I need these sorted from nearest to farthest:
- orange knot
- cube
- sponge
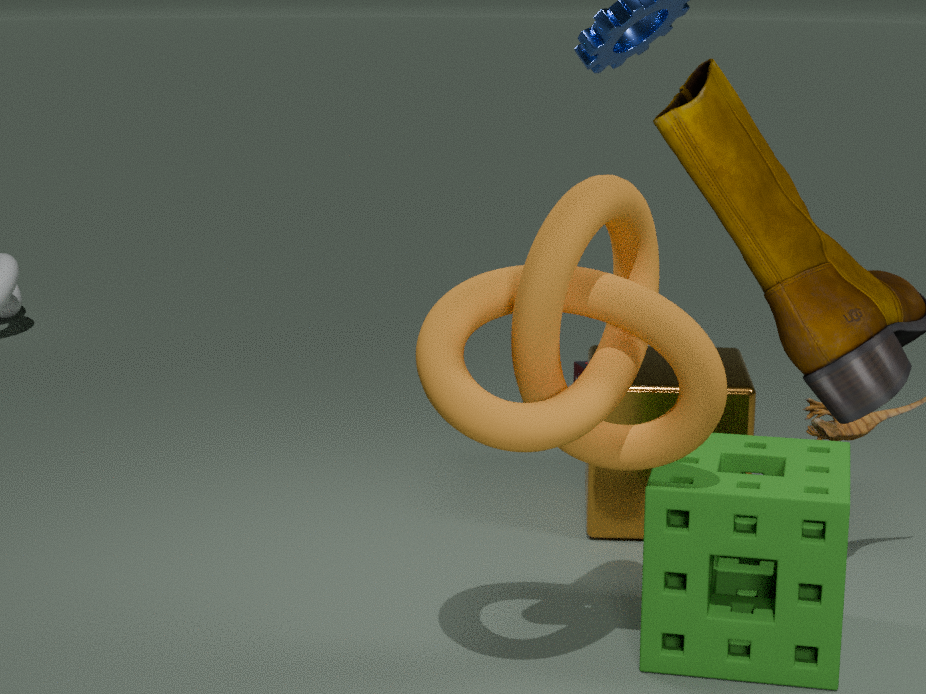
orange knot → sponge → cube
